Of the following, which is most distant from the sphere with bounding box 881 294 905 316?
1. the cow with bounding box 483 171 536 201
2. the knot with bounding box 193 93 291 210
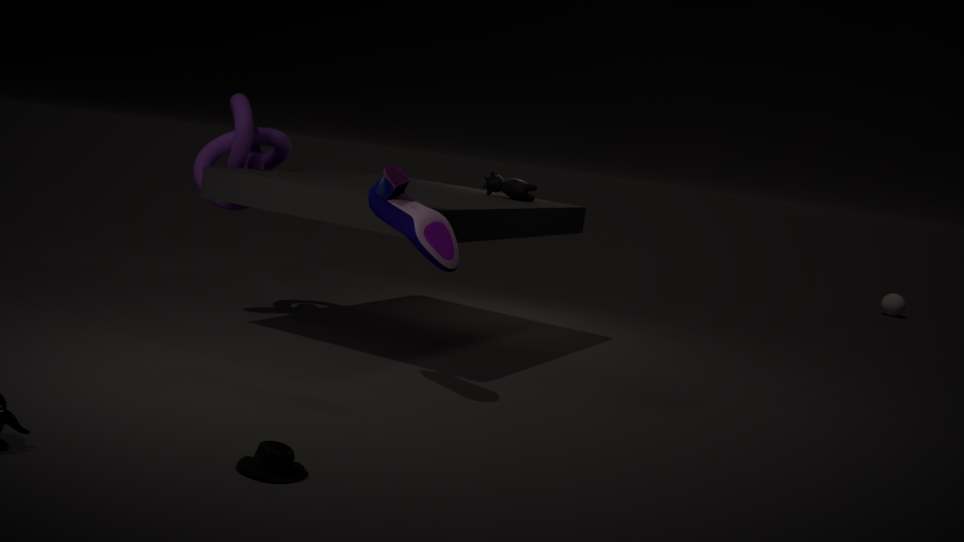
the knot with bounding box 193 93 291 210
